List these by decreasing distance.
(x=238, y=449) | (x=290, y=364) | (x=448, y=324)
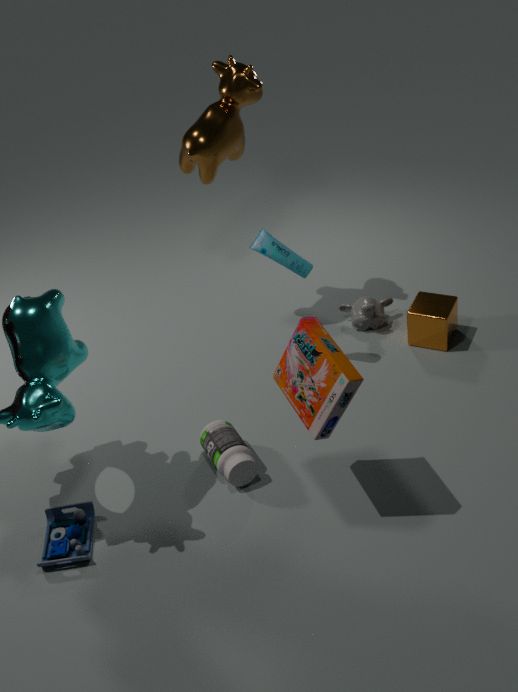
(x=448, y=324), (x=238, y=449), (x=290, y=364)
